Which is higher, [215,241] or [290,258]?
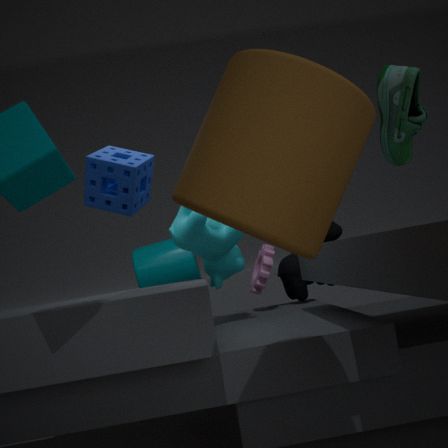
[215,241]
